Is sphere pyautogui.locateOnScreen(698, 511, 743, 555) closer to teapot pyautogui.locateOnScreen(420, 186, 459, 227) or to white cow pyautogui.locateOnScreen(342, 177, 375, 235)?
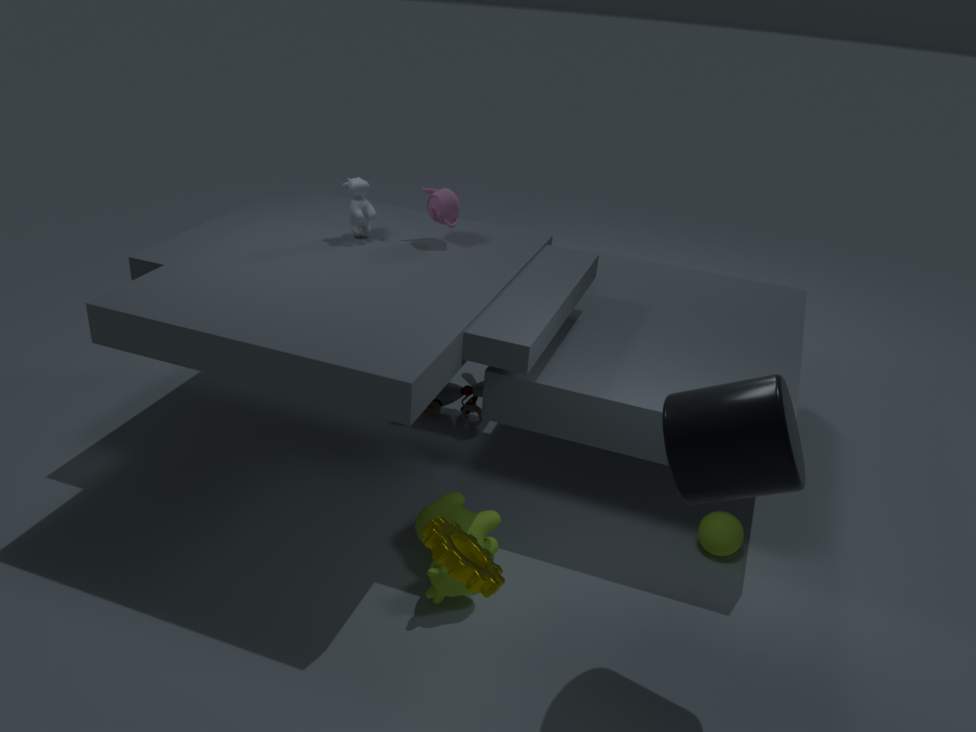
teapot pyautogui.locateOnScreen(420, 186, 459, 227)
